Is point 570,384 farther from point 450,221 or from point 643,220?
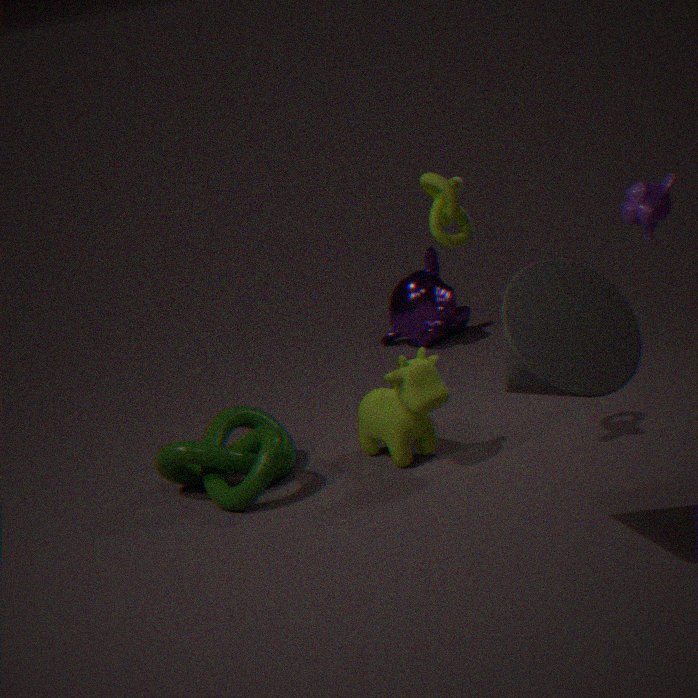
point 643,220
